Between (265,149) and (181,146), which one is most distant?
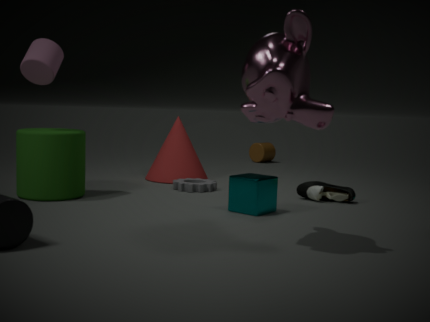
(265,149)
